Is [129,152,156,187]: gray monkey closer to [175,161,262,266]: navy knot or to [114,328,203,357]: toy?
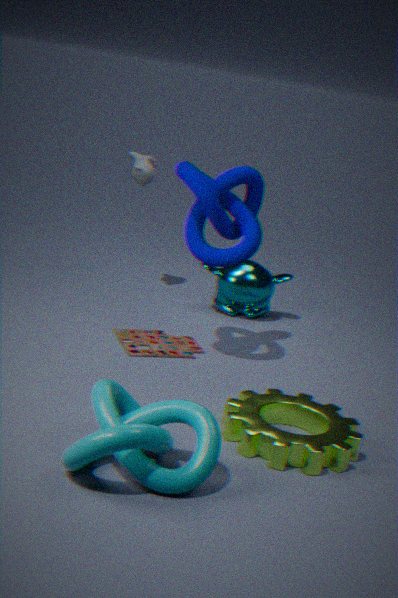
[175,161,262,266]: navy knot
